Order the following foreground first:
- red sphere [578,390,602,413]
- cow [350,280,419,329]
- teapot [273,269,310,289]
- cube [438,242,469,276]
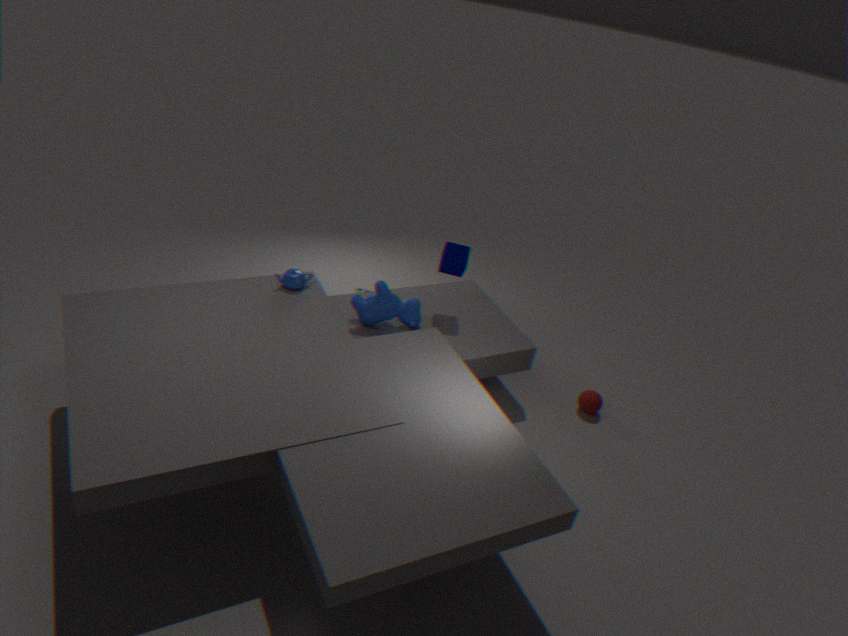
teapot [273,269,310,289] < cow [350,280,419,329] < cube [438,242,469,276] < red sphere [578,390,602,413]
